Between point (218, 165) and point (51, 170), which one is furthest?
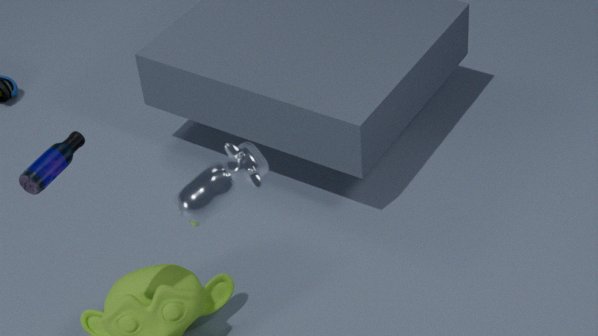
point (51, 170)
